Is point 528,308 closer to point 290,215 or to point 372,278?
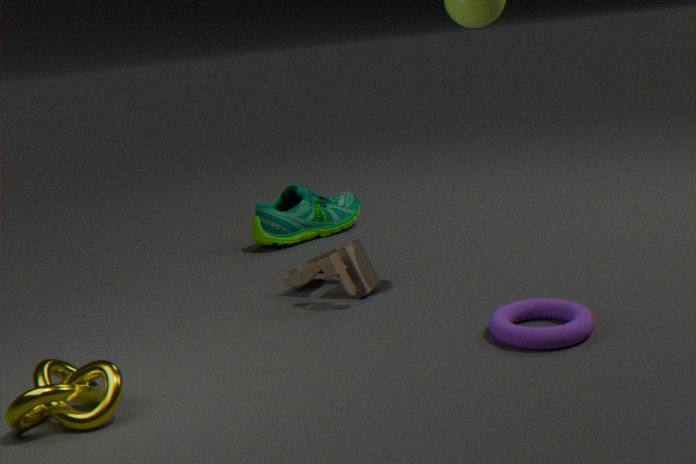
point 372,278
